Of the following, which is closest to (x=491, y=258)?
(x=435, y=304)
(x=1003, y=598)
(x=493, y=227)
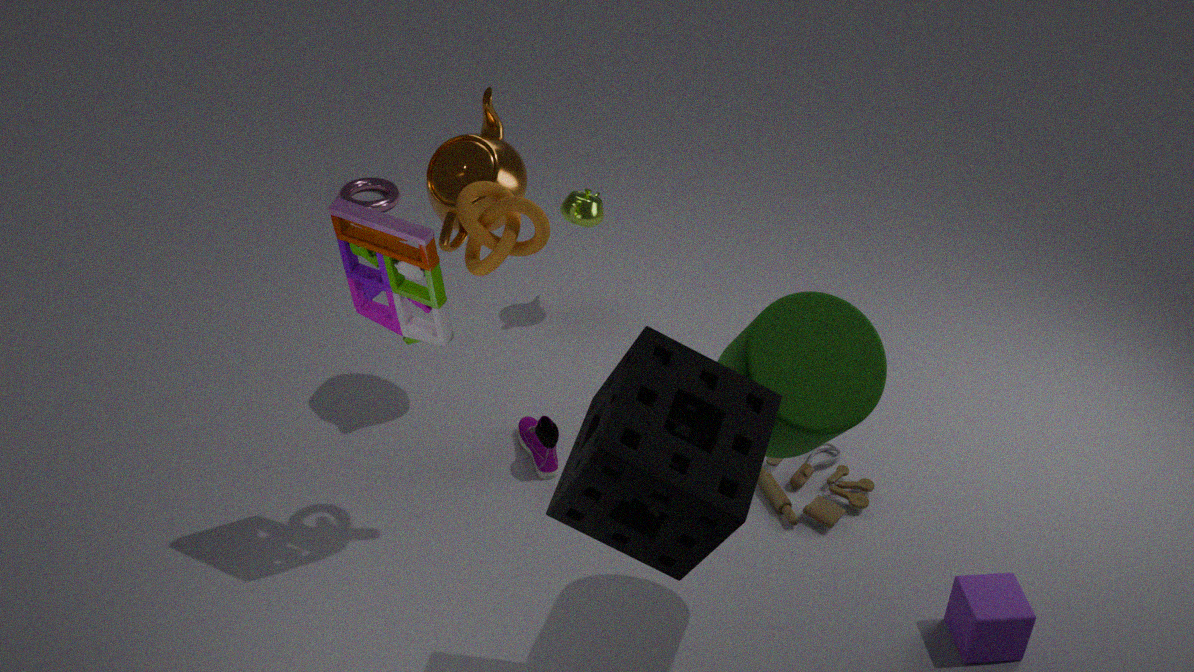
(x=435, y=304)
